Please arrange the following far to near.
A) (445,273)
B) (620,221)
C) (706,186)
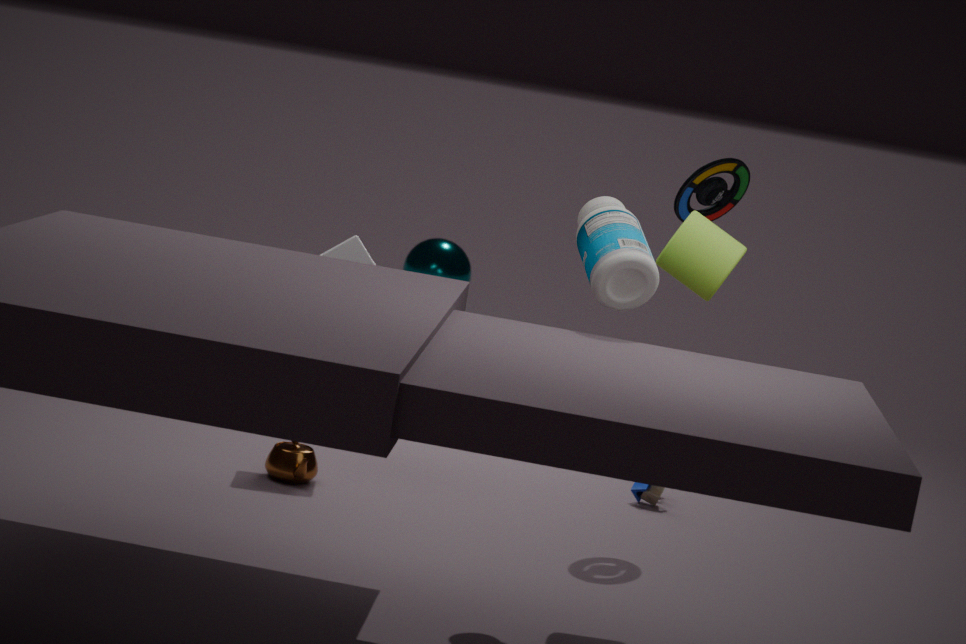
(445,273) → (706,186) → (620,221)
